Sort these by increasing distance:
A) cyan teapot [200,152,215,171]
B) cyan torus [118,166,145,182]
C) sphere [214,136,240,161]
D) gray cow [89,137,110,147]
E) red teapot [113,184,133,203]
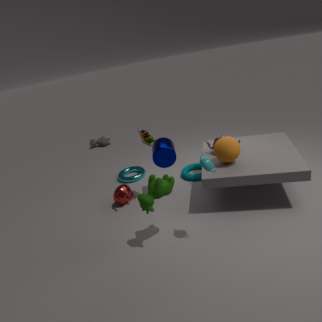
cyan teapot [200,152,215,171] < sphere [214,136,240,161] < red teapot [113,184,133,203] < cyan torus [118,166,145,182] < gray cow [89,137,110,147]
